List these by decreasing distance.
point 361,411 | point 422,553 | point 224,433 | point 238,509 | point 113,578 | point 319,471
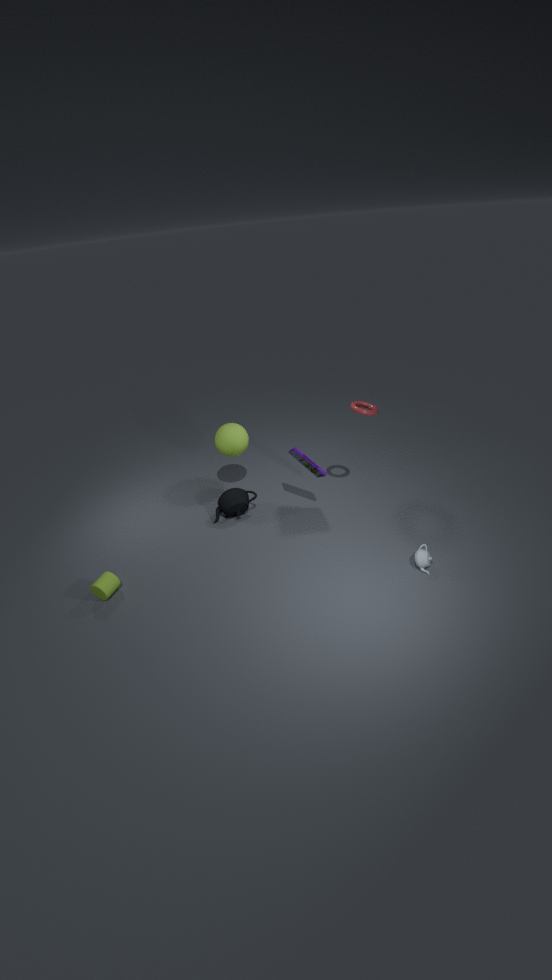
point 224,433
point 238,509
point 319,471
point 361,411
point 113,578
point 422,553
